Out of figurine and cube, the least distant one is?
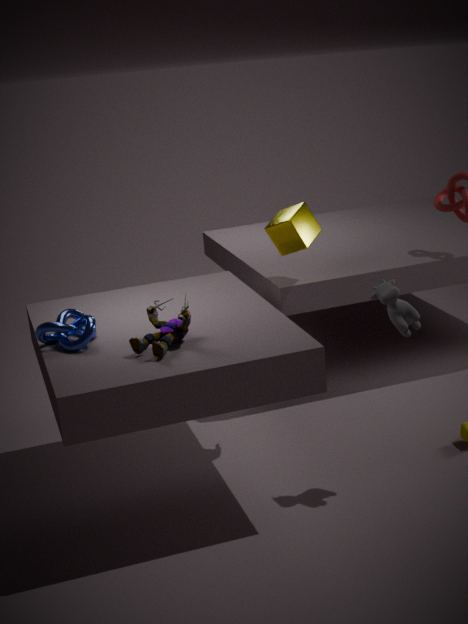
figurine
